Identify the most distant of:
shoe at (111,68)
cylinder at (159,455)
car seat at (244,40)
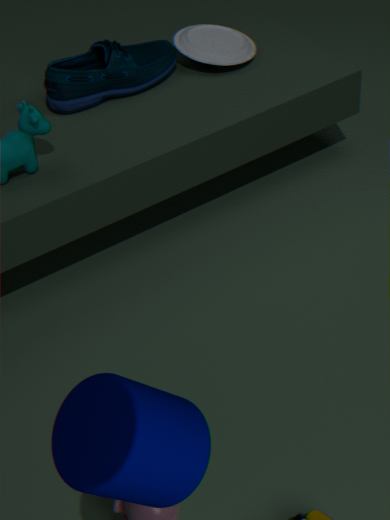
car seat at (244,40)
